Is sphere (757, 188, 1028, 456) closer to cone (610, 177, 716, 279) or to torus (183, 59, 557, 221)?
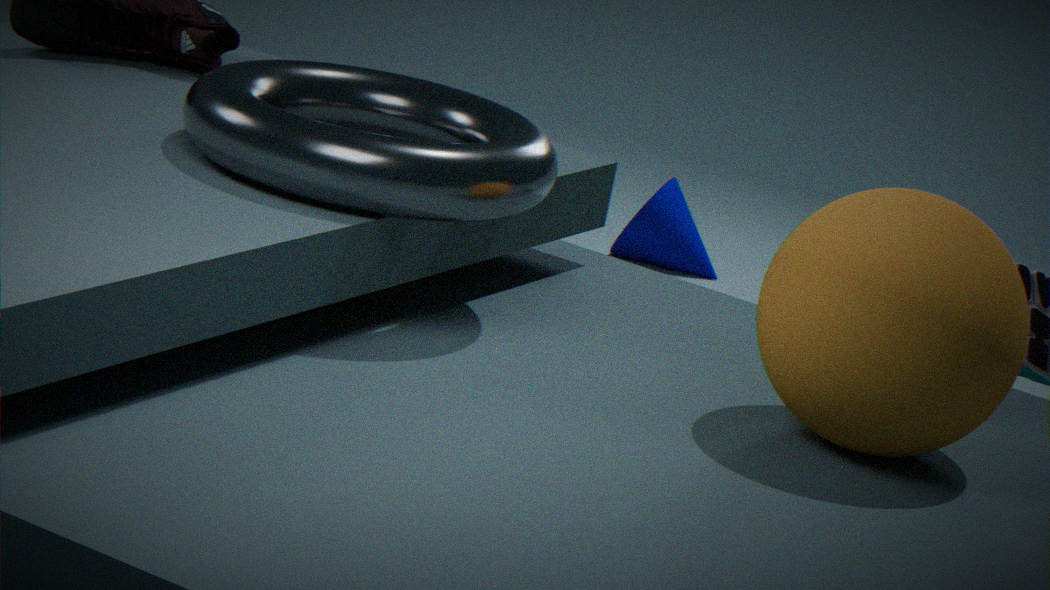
torus (183, 59, 557, 221)
